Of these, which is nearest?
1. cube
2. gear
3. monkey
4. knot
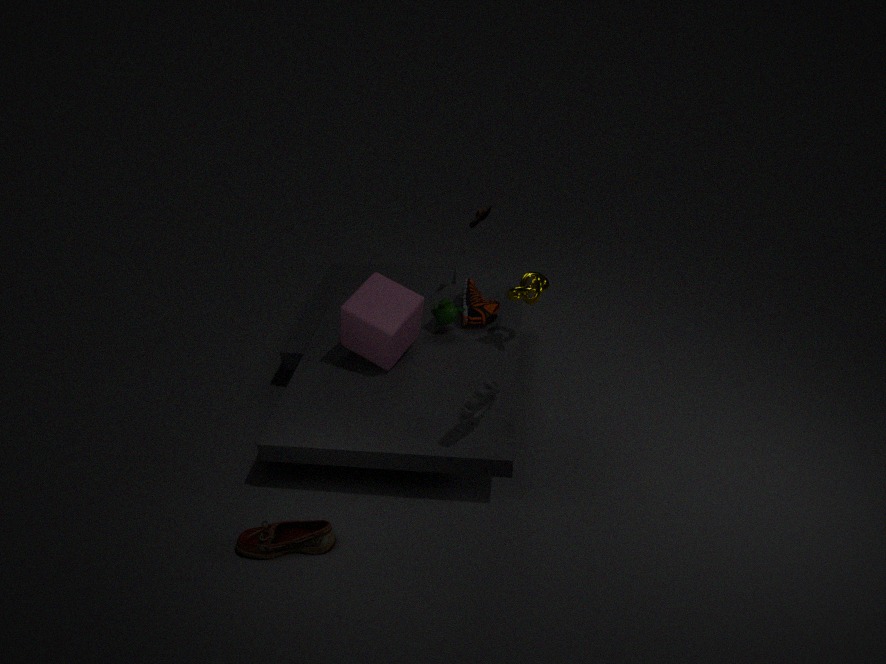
gear
